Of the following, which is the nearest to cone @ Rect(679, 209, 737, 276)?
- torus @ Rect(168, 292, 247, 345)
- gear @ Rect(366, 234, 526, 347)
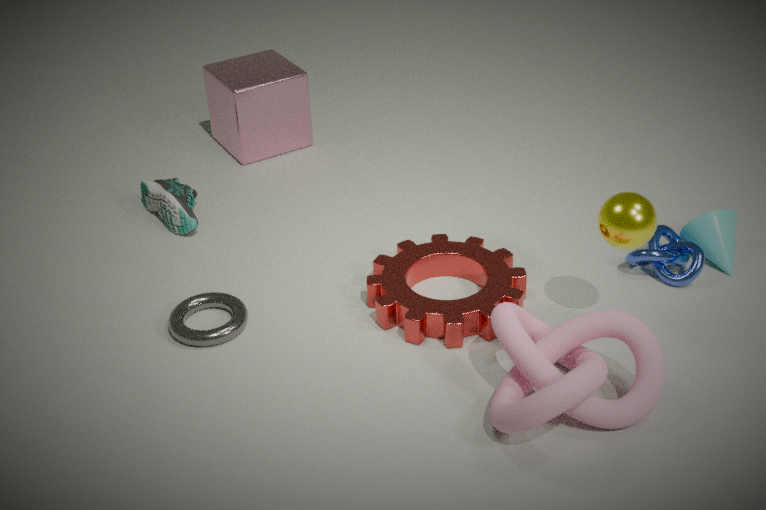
gear @ Rect(366, 234, 526, 347)
